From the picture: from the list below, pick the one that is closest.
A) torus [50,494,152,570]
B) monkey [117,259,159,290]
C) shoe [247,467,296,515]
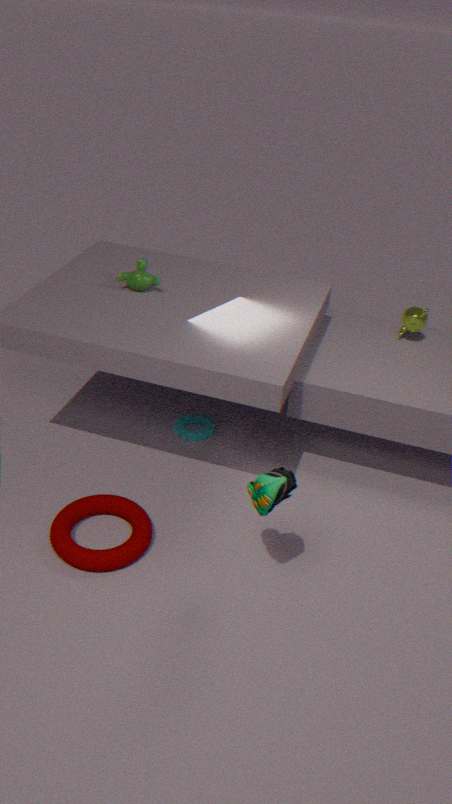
shoe [247,467,296,515]
